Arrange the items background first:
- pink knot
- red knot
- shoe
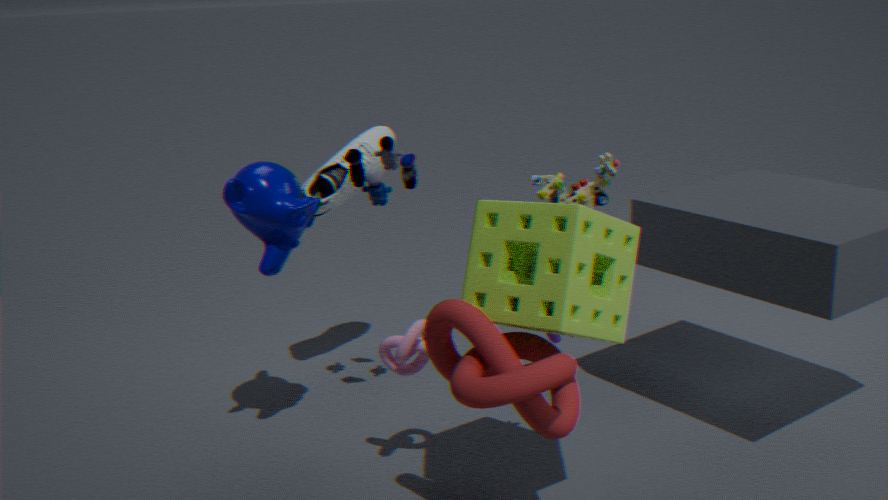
1. shoe
2. pink knot
3. red knot
